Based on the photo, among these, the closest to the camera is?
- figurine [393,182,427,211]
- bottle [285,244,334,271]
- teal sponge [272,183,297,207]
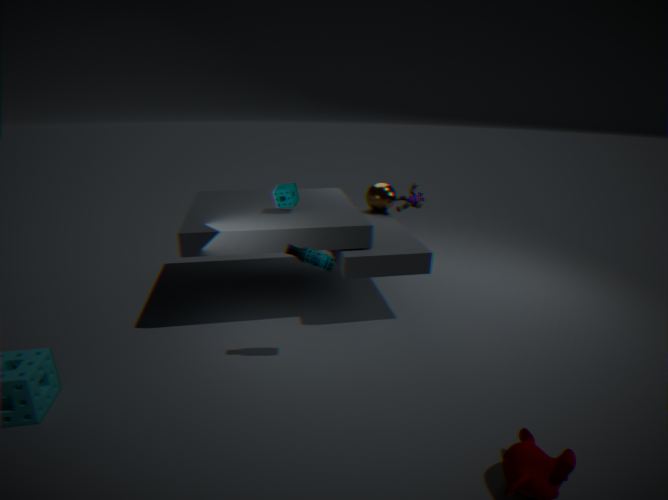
bottle [285,244,334,271]
